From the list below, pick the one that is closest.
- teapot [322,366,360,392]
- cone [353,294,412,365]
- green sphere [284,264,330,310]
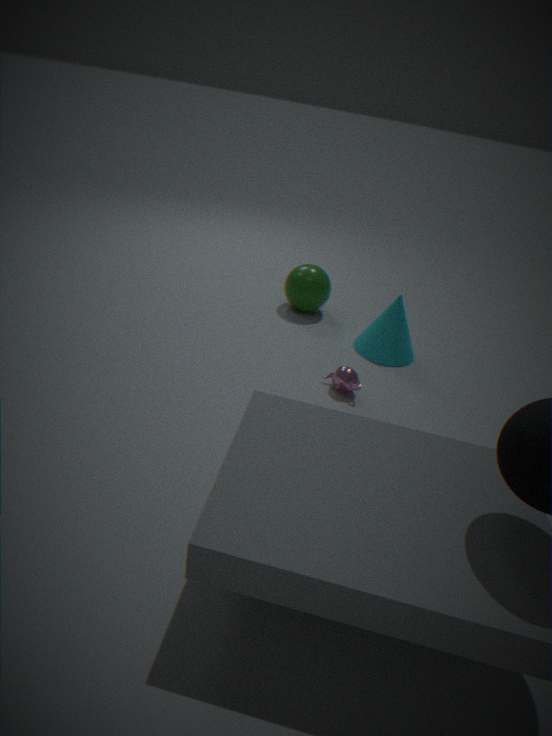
teapot [322,366,360,392]
